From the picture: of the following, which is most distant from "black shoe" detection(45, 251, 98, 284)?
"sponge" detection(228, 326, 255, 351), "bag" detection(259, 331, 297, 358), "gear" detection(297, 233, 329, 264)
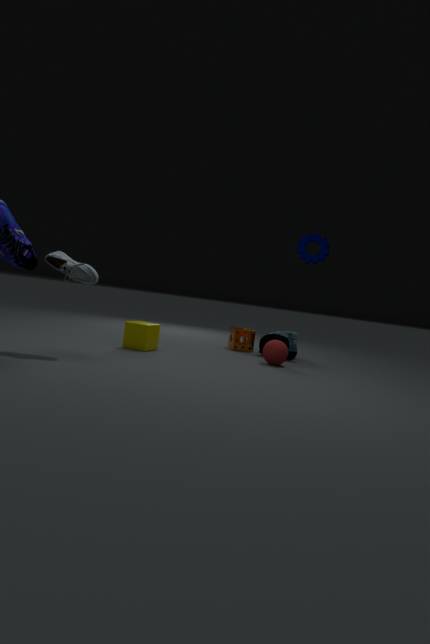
"gear" detection(297, 233, 329, 264)
